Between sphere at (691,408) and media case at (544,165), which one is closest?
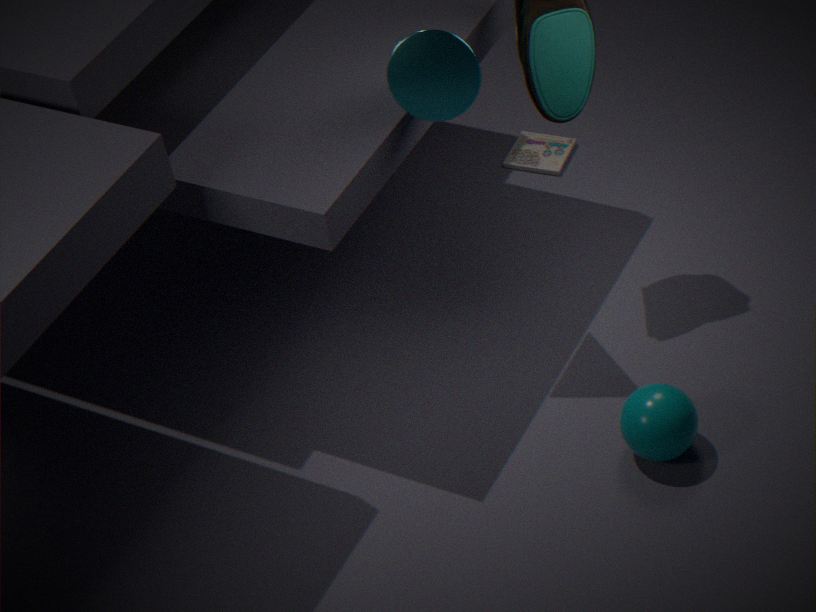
sphere at (691,408)
